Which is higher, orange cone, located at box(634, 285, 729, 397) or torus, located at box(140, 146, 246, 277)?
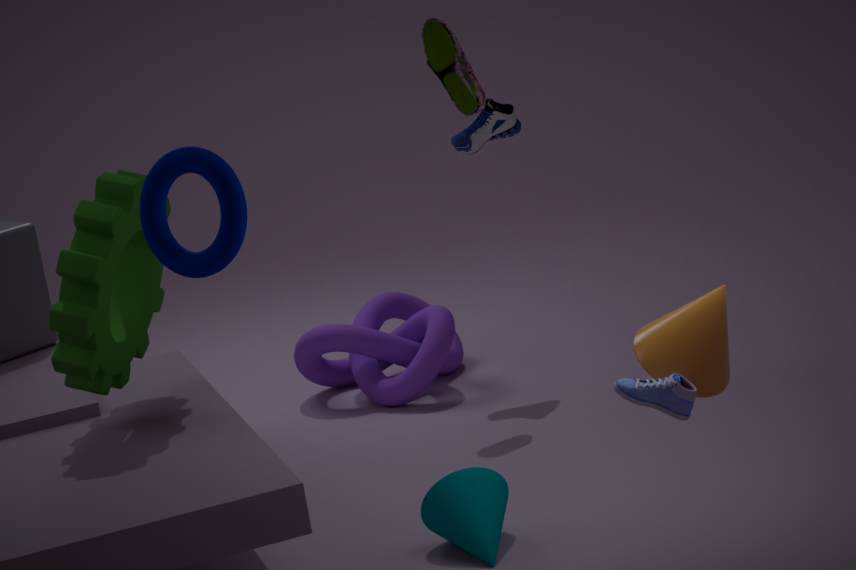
torus, located at box(140, 146, 246, 277)
